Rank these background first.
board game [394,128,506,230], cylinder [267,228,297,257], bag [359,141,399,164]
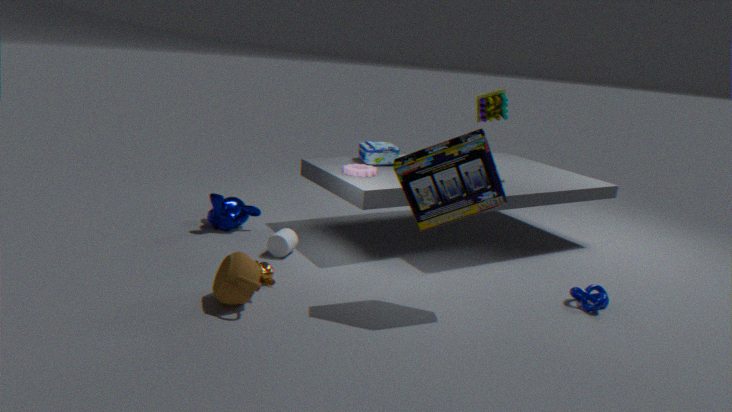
1. bag [359,141,399,164]
2. cylinder [267,228,297,257]
3. board game [394,128,506,230]
